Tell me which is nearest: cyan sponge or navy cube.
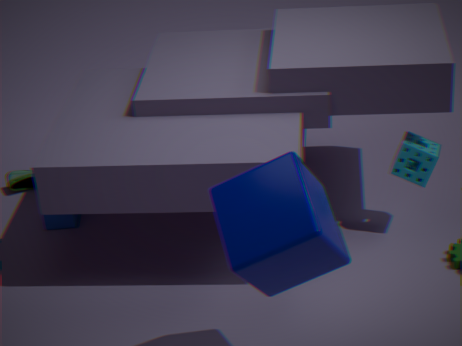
navy cube
